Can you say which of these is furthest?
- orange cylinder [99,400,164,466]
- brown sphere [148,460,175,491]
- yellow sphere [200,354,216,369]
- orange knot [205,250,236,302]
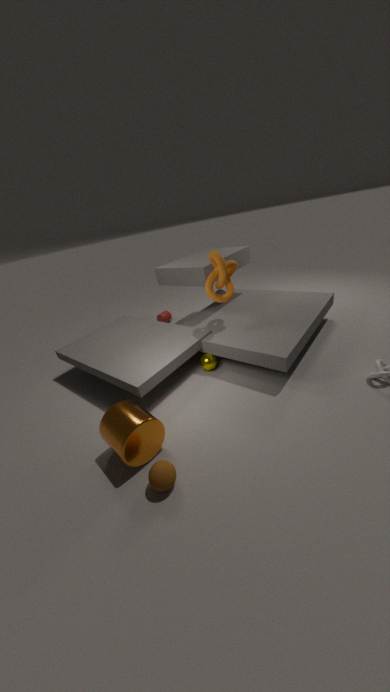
yellow sphere [200,354,216,369]
